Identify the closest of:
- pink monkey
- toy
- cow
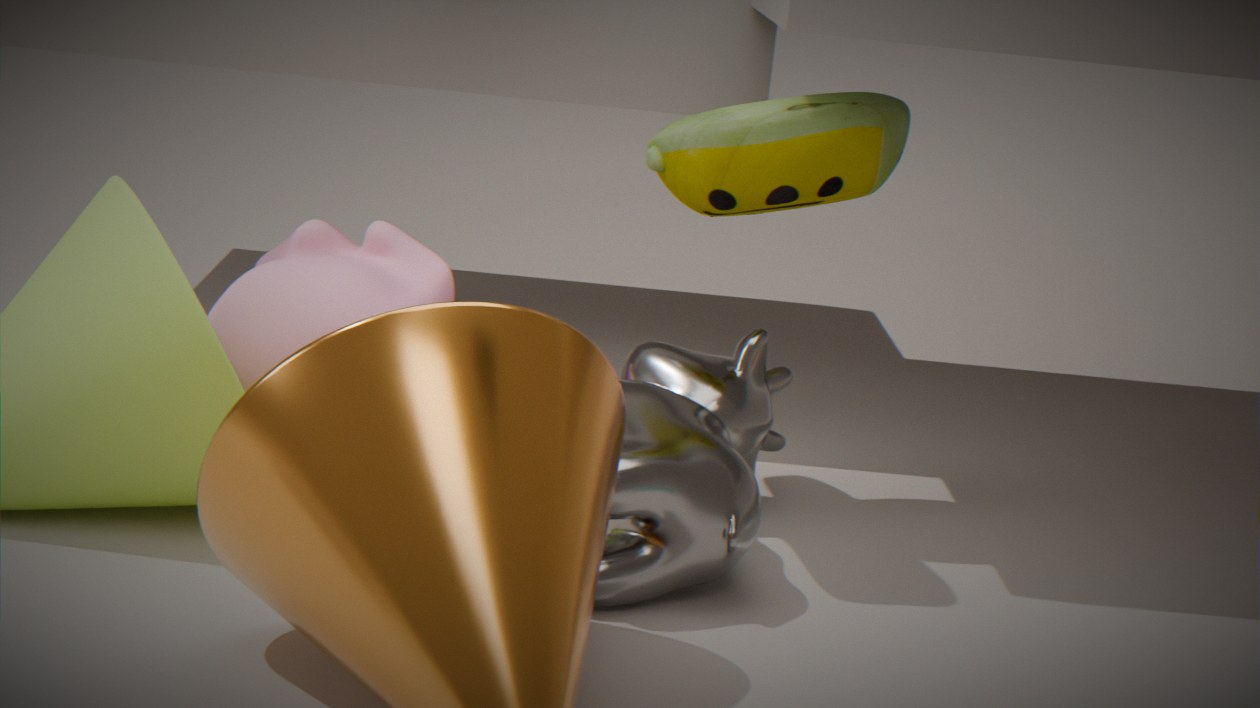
cow
